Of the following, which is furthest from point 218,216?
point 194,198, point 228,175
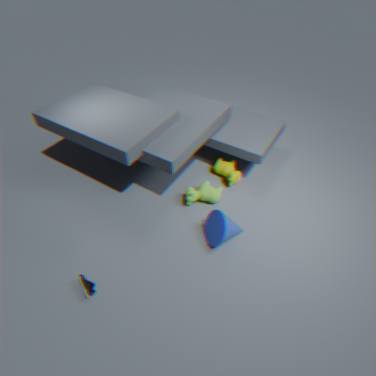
point 228,175
